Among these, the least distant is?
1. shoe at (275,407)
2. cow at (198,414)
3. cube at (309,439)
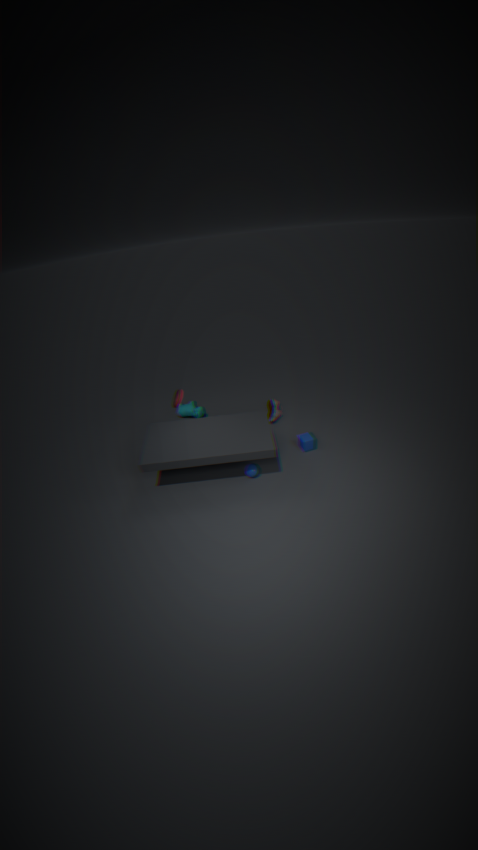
cube at (309,439)
